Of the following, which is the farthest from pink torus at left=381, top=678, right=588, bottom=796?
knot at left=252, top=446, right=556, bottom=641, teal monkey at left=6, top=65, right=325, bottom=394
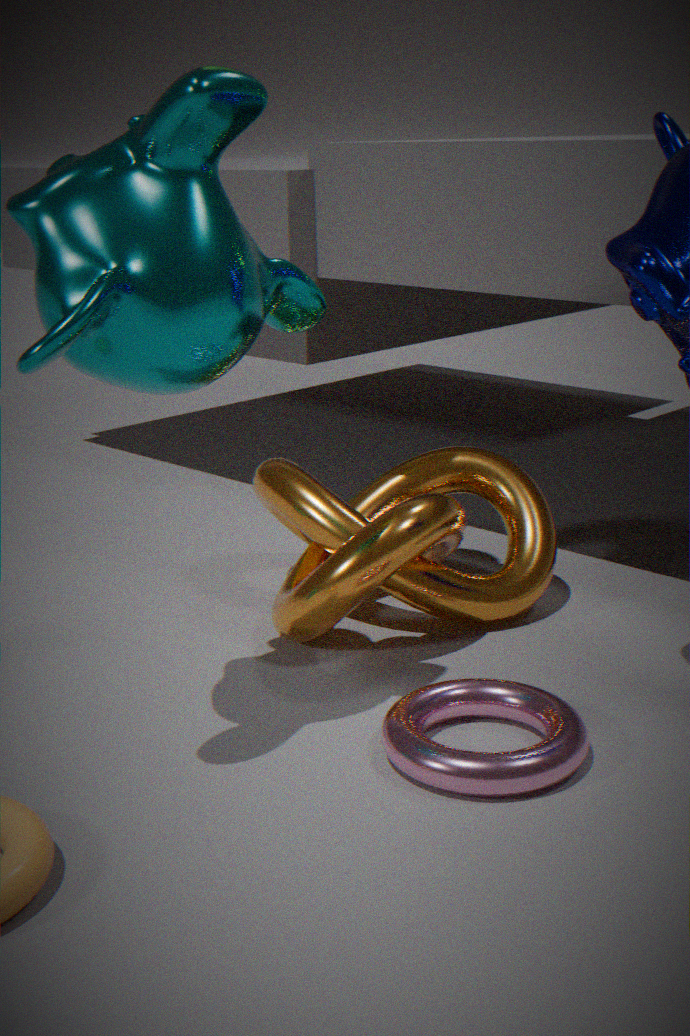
teal monkey at left=6, top=65, right=325, bottom=394
